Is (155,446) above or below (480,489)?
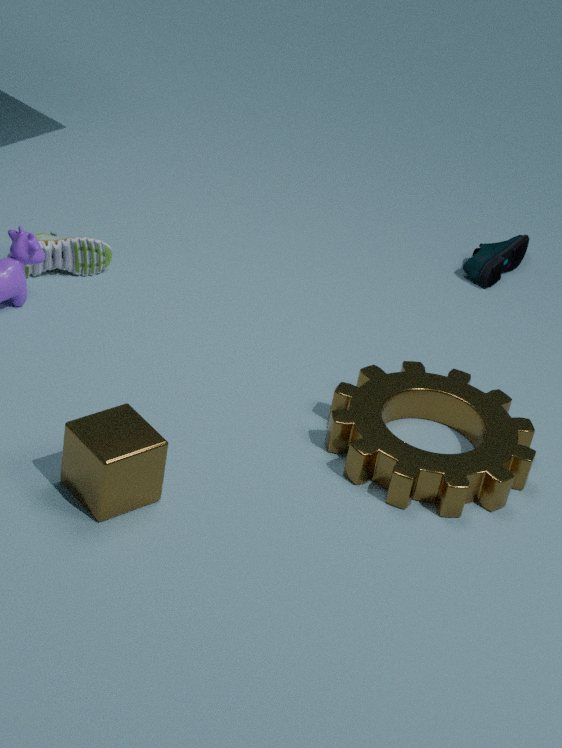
above
